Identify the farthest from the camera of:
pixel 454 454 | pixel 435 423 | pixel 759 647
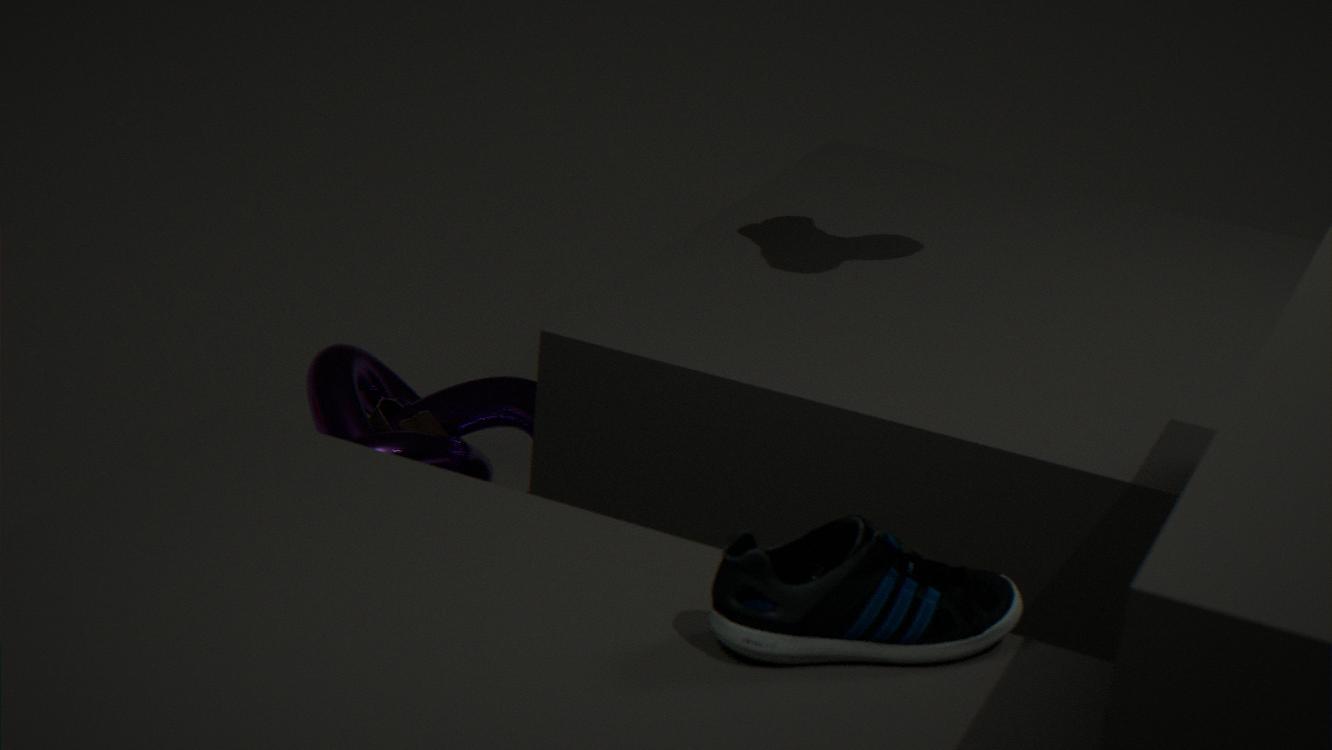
pixel 435 423
